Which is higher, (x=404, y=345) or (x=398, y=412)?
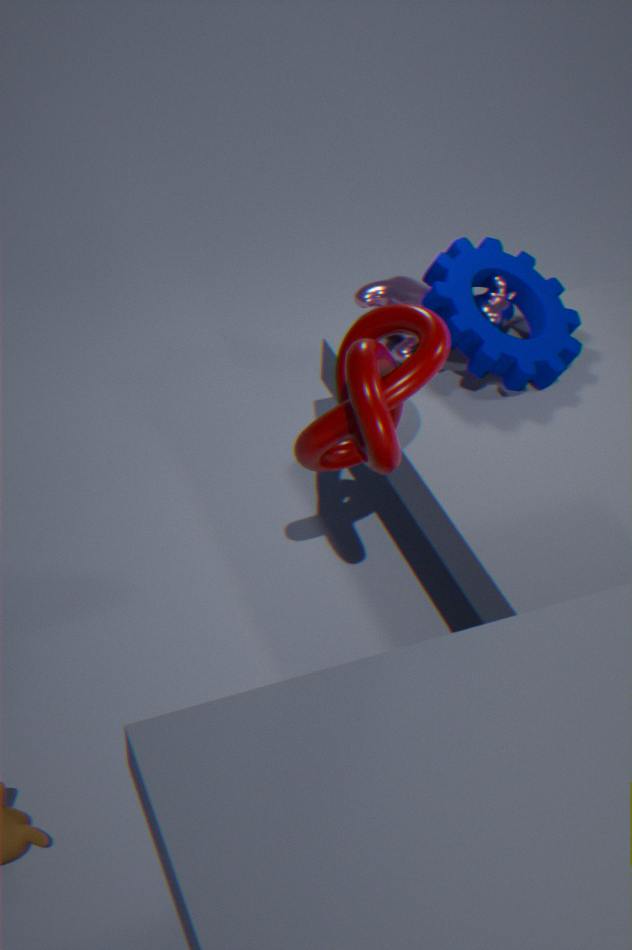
(x=398, y=412)
